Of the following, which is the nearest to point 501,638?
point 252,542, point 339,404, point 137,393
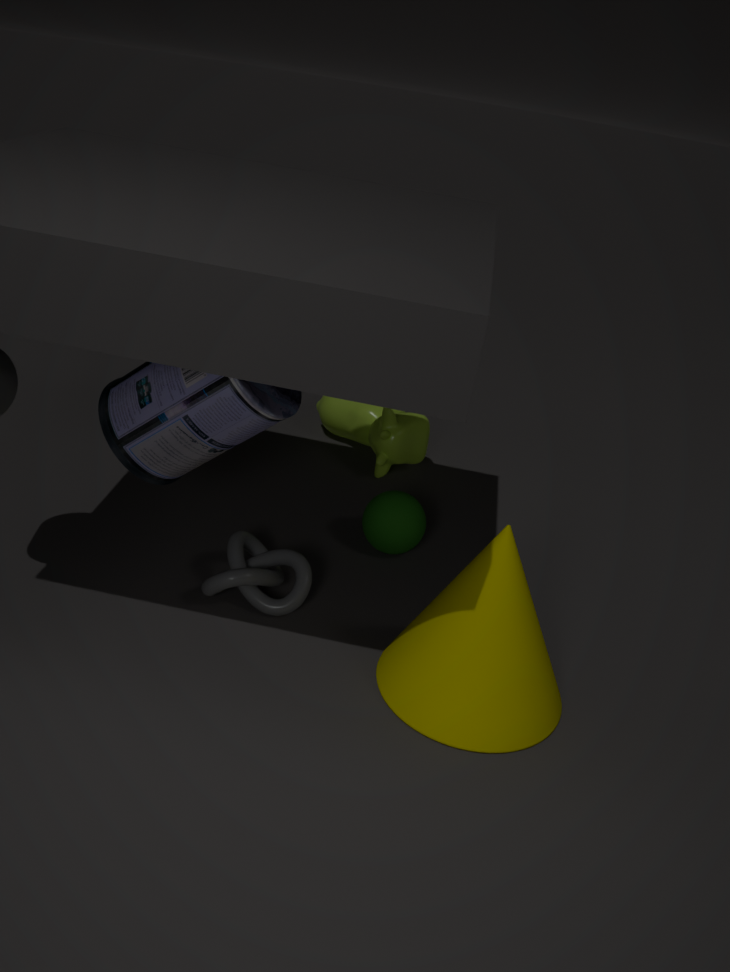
point 252,542
